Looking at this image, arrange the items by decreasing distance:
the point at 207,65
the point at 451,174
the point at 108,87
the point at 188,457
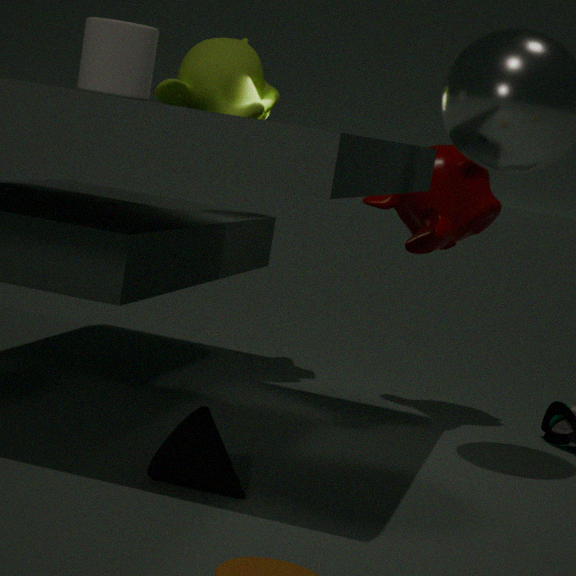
the point at 207,65 < the point at 451,174 < the point at 108,87 < the point at 188,457
